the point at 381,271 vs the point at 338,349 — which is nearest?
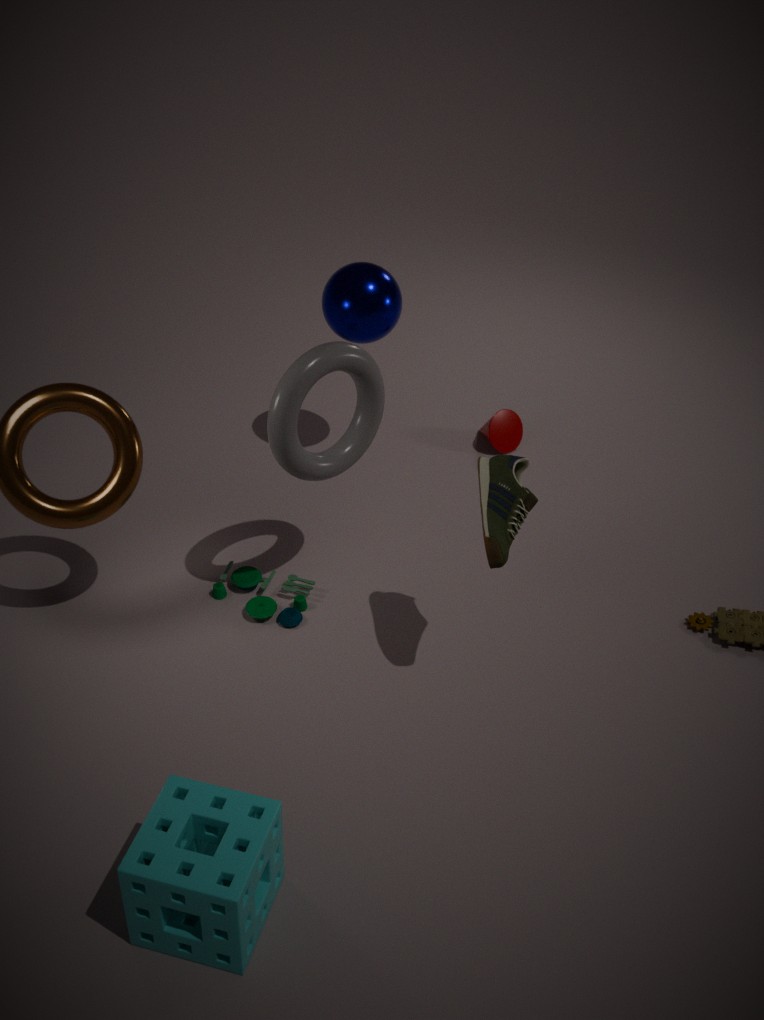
the point at 338,349
